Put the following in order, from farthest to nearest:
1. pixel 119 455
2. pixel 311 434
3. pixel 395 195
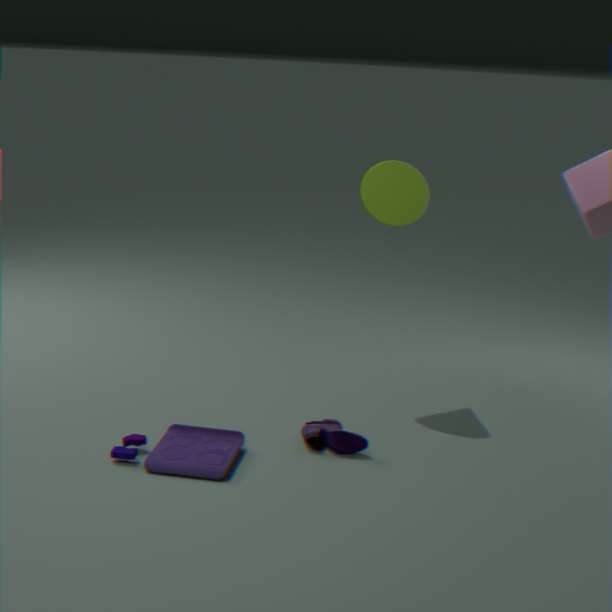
1. pixel 395 195
2. pixel 311 434
3. pixel 119 455
